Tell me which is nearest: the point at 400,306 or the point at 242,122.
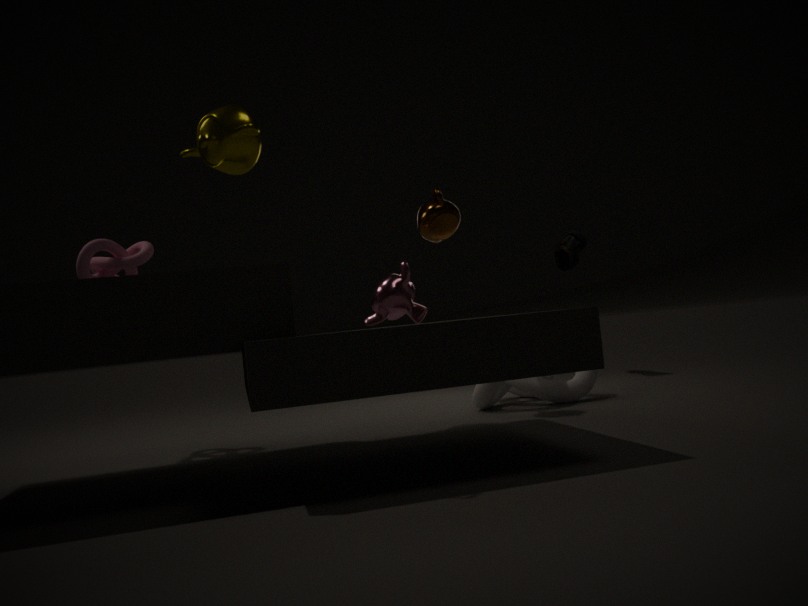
the point at 242,122
